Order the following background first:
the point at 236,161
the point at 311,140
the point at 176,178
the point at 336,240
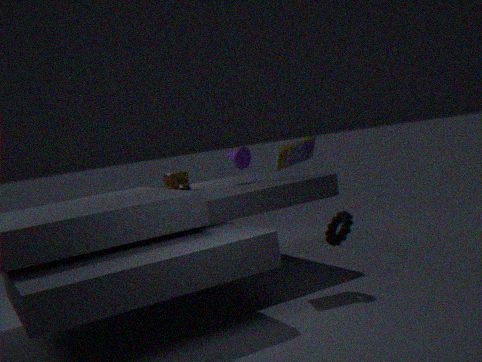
the point at 176,178 < the point at 236,161 < the point at 311,140 < the point at 336,240
